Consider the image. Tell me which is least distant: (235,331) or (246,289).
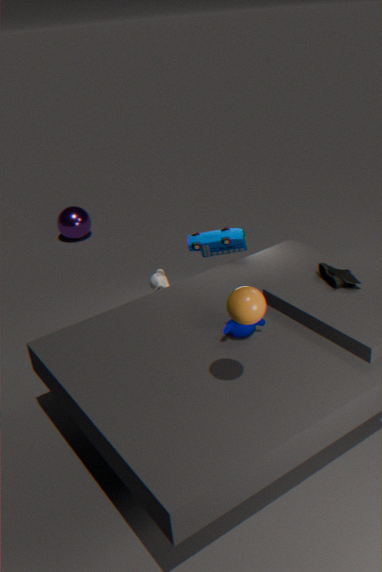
(246,289)
